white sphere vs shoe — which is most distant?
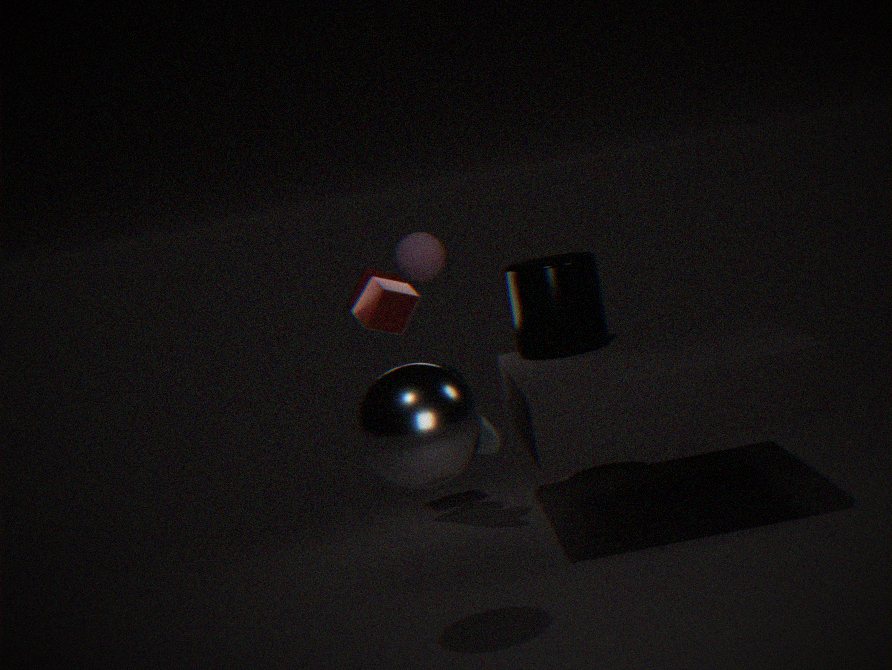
shoe
